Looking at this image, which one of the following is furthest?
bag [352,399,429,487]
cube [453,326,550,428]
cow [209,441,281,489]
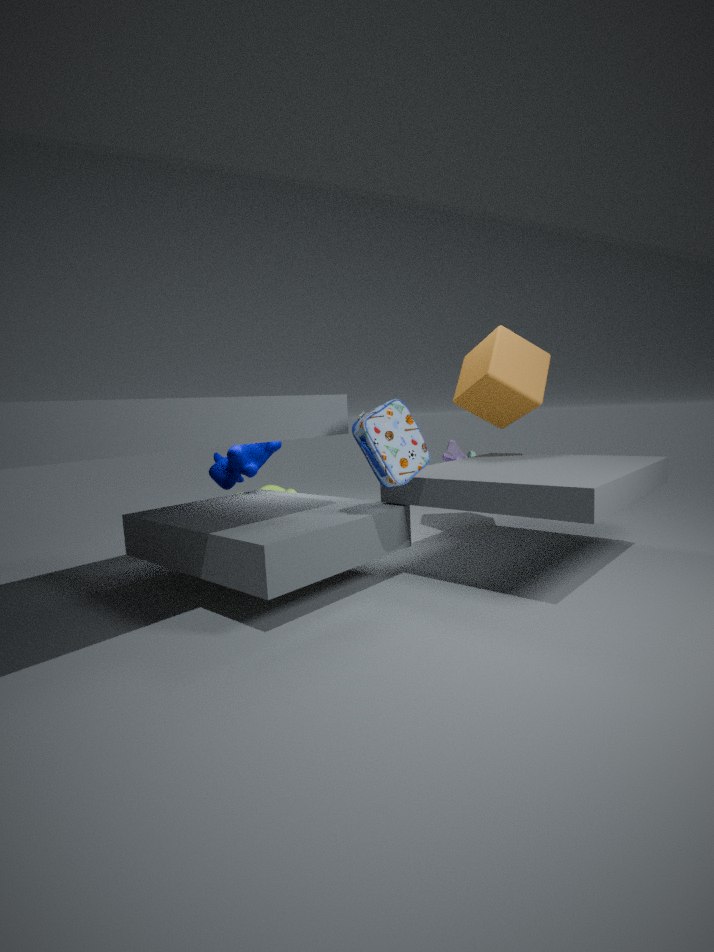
cow [209,441,281,489]
